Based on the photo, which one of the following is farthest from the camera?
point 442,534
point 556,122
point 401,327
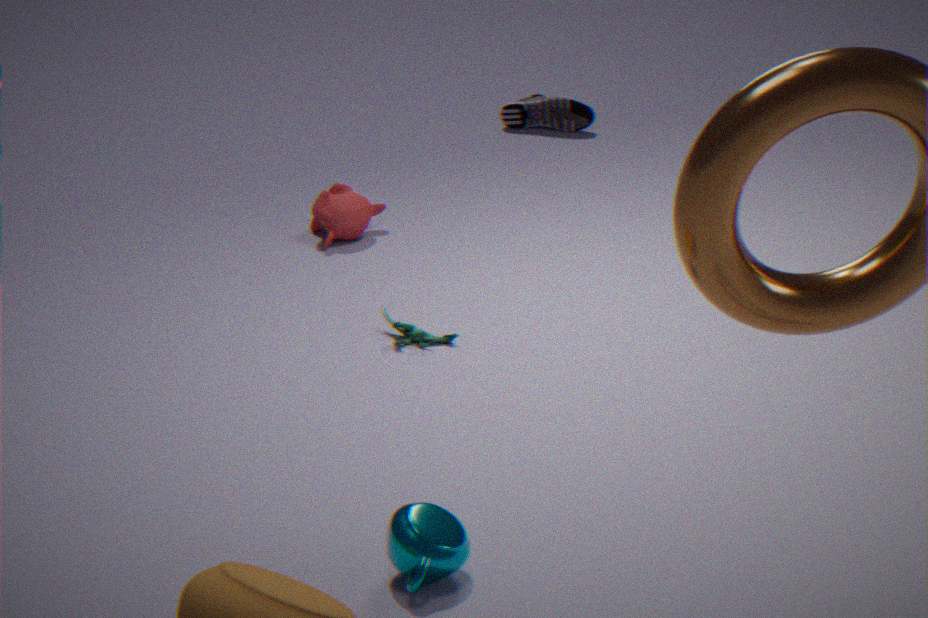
point 556,122
